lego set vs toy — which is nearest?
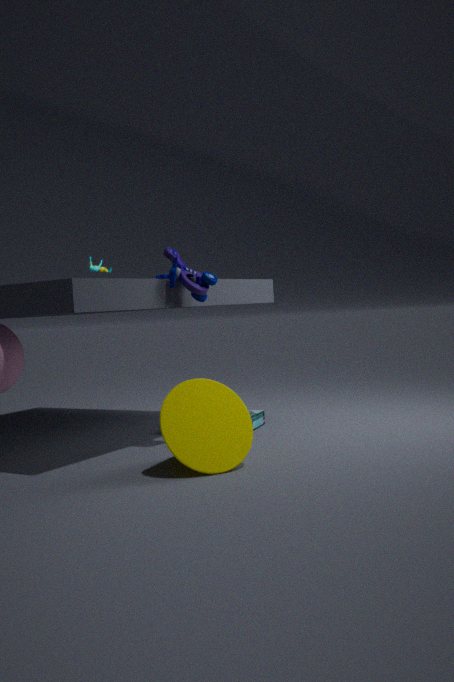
toy
